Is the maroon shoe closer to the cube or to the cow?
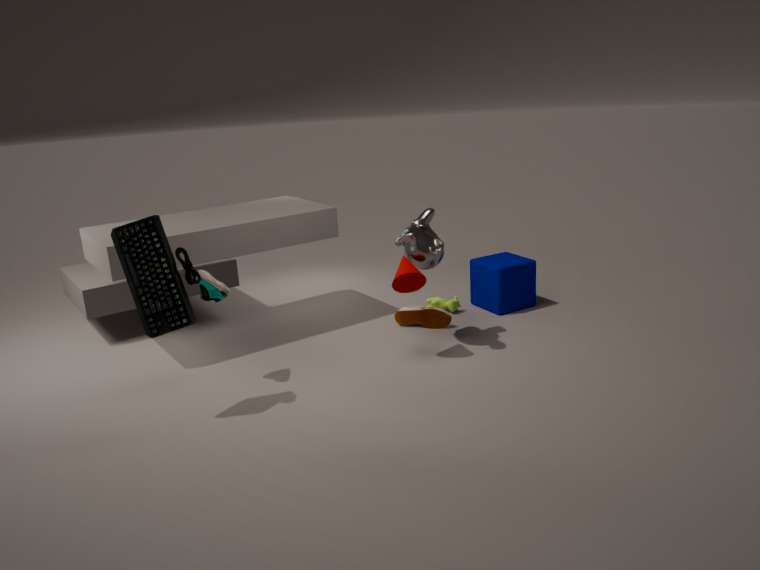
the cow
